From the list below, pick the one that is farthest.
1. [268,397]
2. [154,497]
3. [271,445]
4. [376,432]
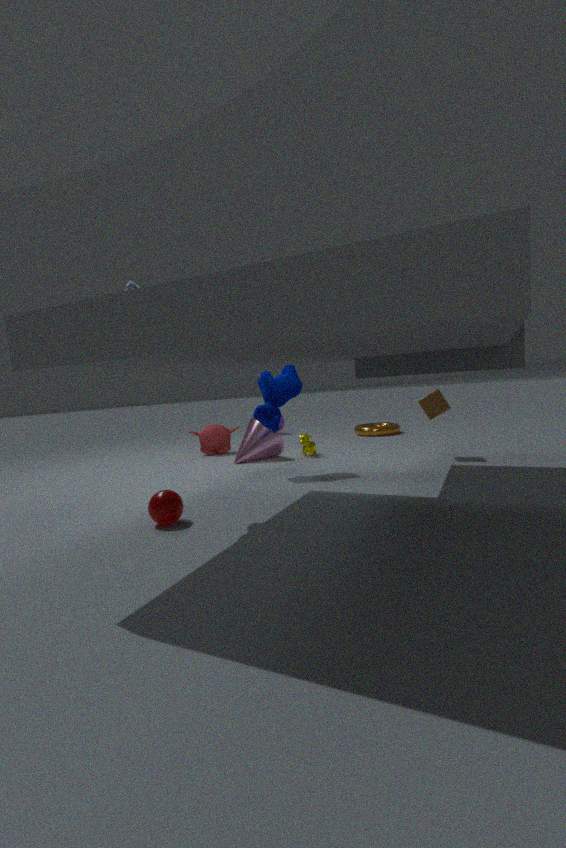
[376,432]
